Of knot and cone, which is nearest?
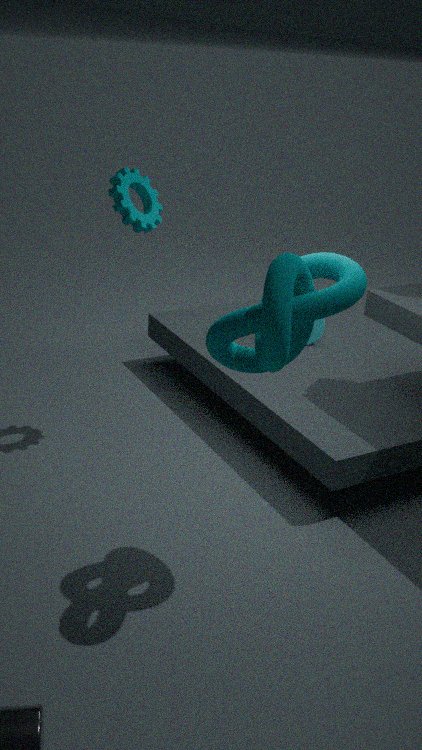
knot
